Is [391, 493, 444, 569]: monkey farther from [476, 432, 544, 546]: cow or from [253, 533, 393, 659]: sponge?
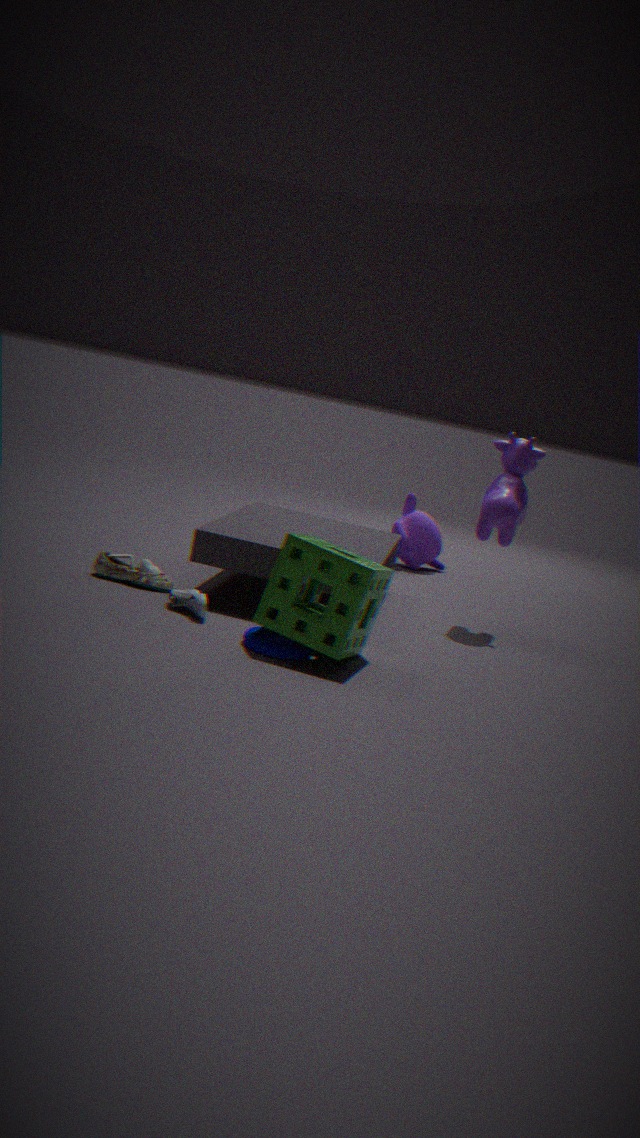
[253, 533, 393, 659]: sponge
